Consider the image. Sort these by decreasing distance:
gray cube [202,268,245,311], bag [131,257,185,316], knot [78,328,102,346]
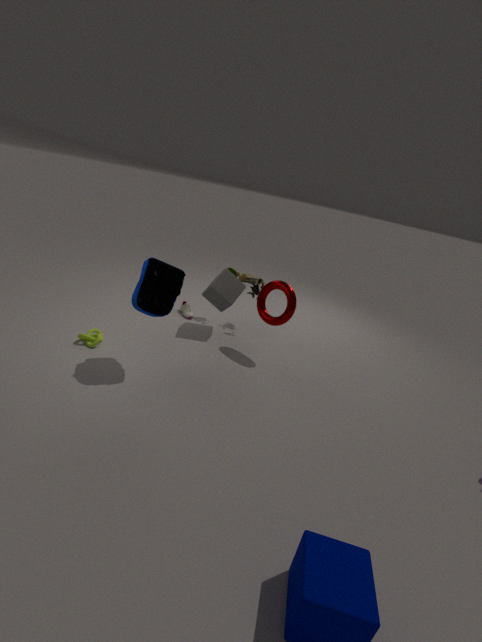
gray cube [202,268,245,311] < knot [78,328,102,346] < bag [131,257,185,316]
